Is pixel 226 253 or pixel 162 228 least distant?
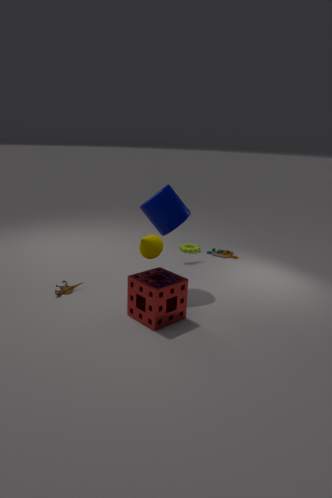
pixel 162 228
